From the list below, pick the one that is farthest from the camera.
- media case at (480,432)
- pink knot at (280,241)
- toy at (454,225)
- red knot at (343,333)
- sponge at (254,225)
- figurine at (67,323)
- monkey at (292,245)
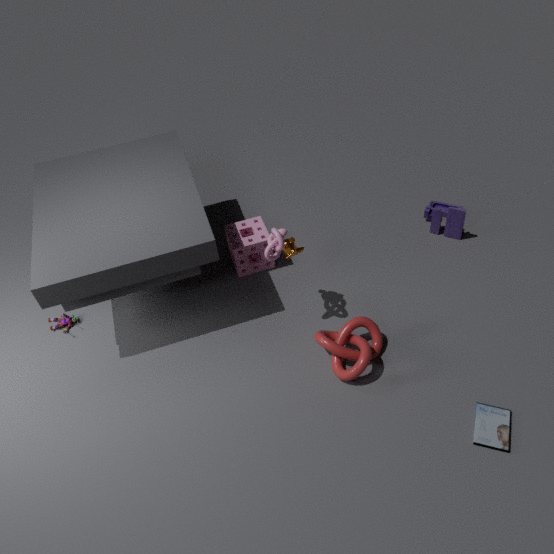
toy at (454,225)
